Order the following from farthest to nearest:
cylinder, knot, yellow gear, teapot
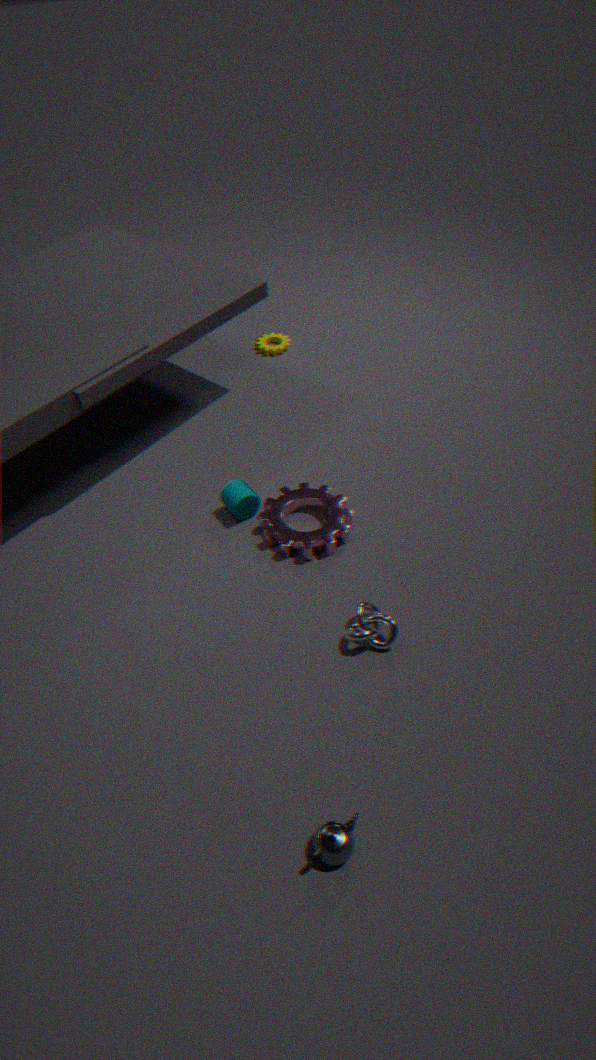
yellow gear < cylinder < knot < teapot
